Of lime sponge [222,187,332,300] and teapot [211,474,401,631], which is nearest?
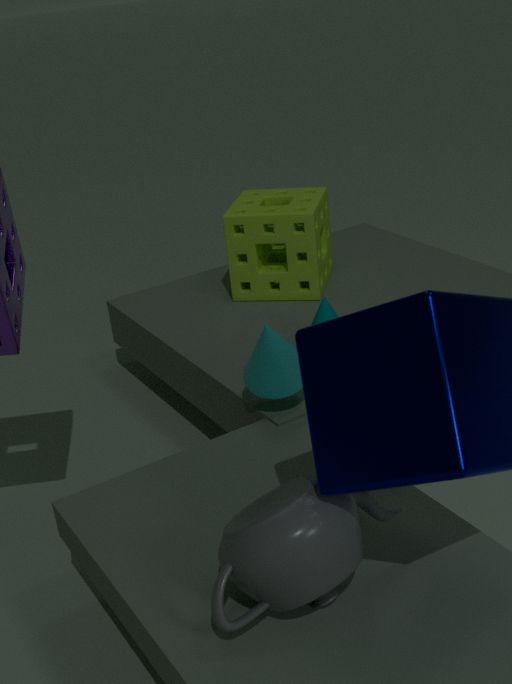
teapot [211,474,401,631]
